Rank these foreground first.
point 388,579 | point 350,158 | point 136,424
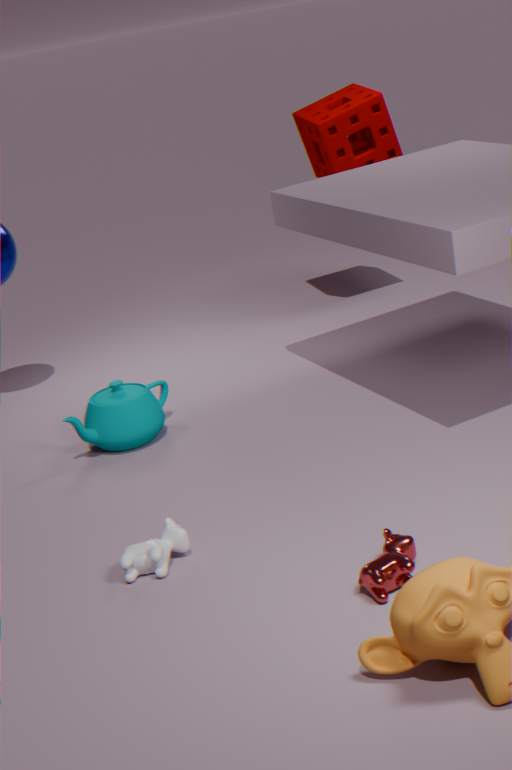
point 388,579, point 136,424, point 350,158
